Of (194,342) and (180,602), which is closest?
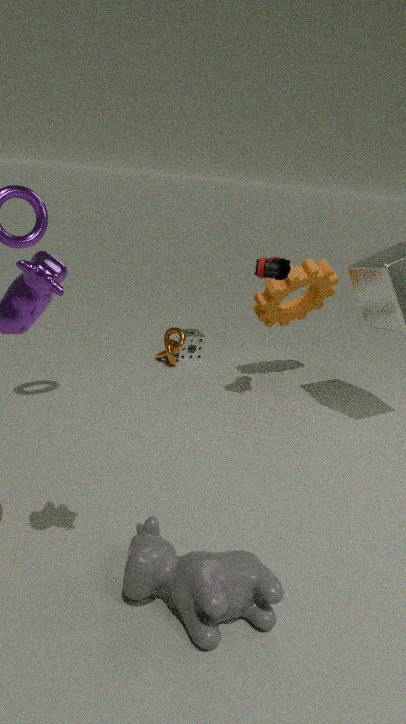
(180,602)
